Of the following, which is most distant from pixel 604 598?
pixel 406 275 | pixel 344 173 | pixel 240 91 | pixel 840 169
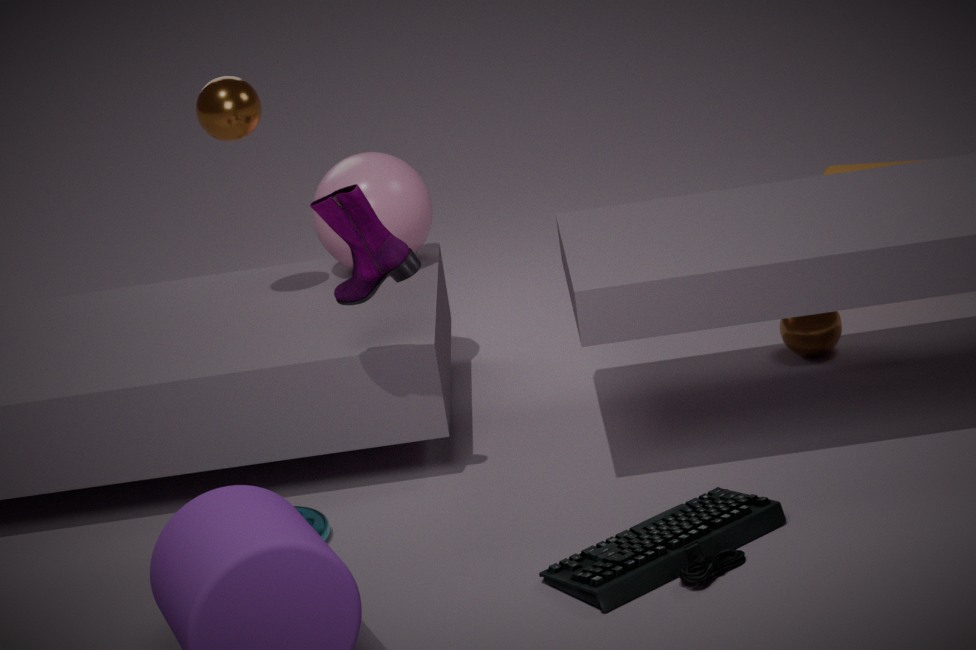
pixel 840 169
